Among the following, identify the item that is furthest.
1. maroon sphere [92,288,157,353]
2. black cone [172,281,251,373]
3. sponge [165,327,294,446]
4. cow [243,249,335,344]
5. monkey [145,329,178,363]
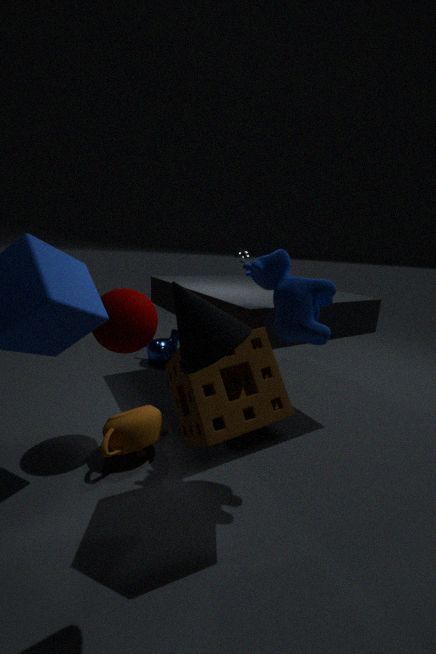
monkey [145,329,178,363]
